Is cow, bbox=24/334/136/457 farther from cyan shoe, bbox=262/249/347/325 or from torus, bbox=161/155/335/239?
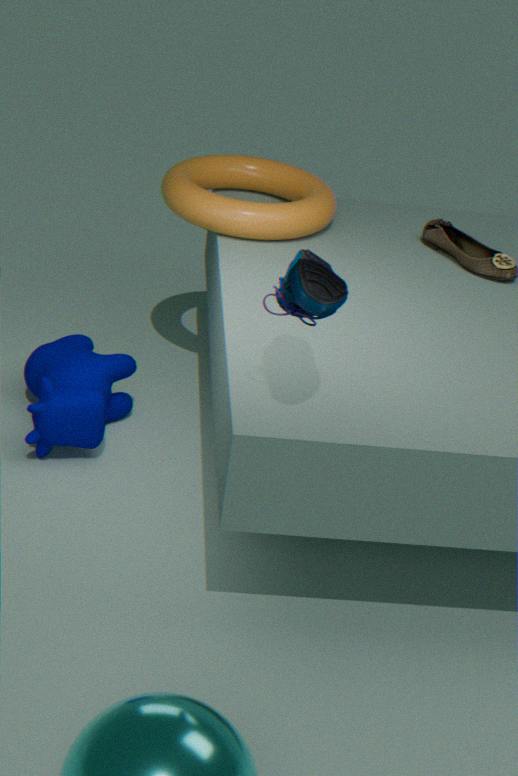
cyan shoe, bbox=262/249/347/325
